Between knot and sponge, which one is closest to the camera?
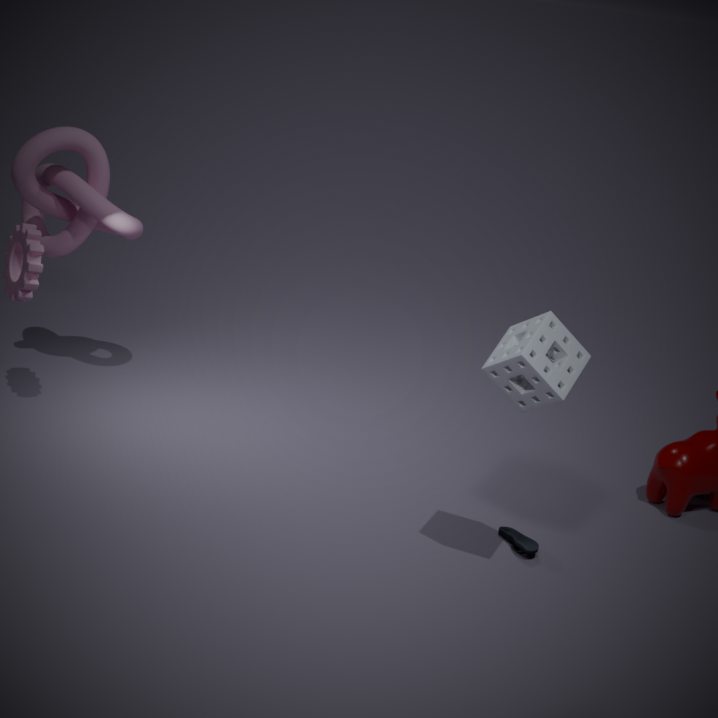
sponge
